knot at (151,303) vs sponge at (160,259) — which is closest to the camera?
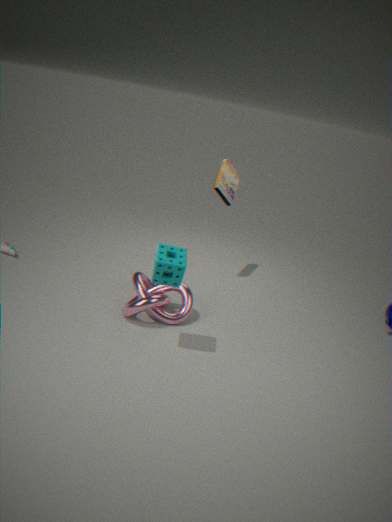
sponge at (160,259)
